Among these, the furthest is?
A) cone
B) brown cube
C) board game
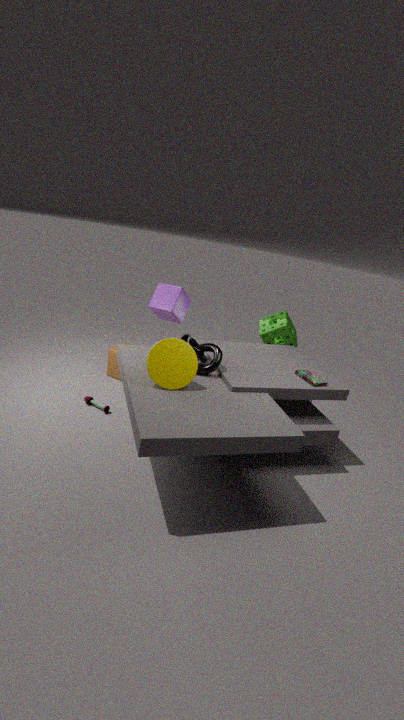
brown cube
